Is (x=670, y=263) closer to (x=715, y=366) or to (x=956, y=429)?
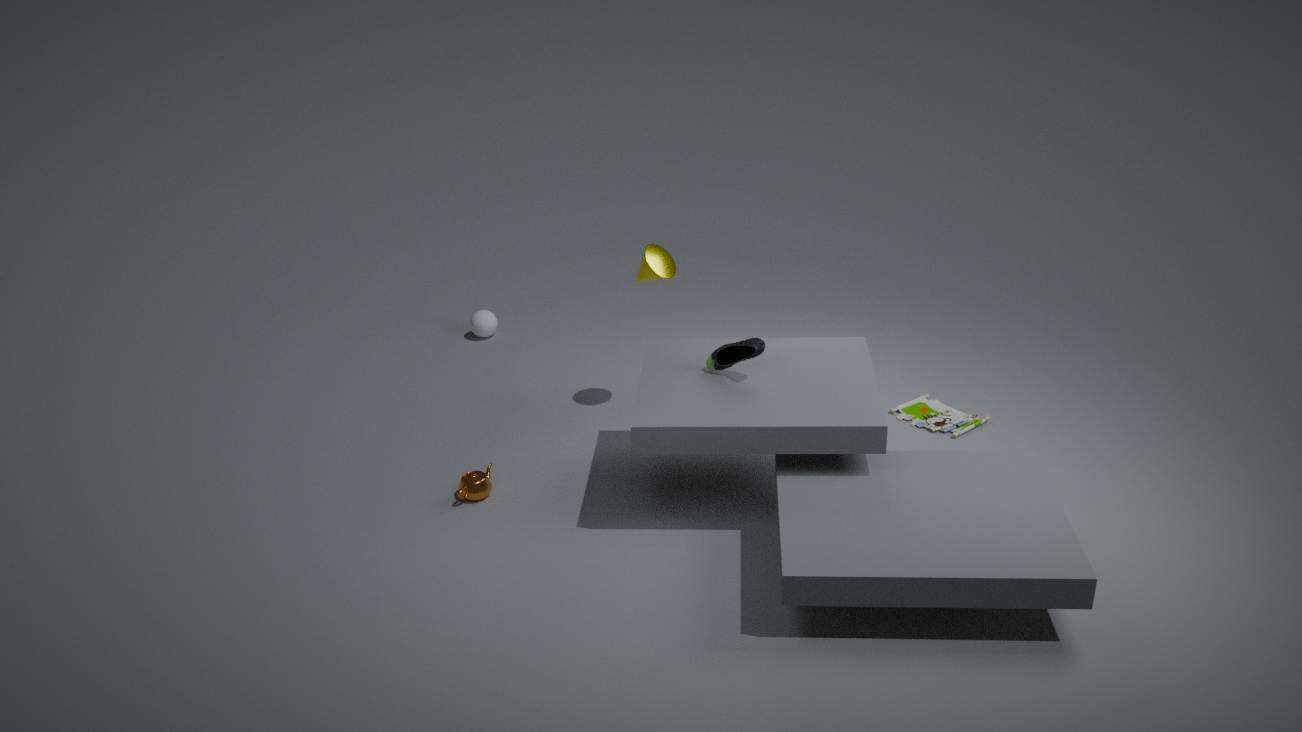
(x=715, y=366)
